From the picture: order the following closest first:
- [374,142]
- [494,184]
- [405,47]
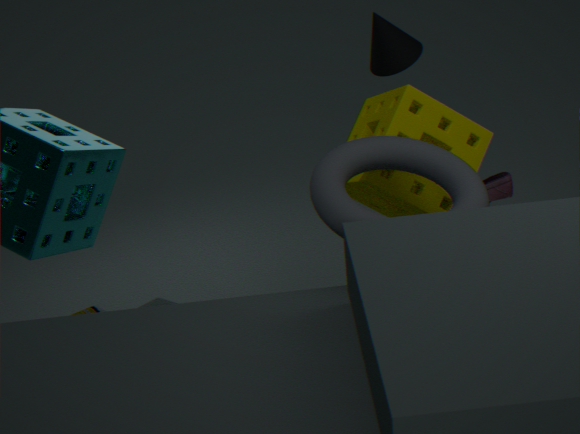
1. [374,142]
2. [405,47]
3. [494,184]
